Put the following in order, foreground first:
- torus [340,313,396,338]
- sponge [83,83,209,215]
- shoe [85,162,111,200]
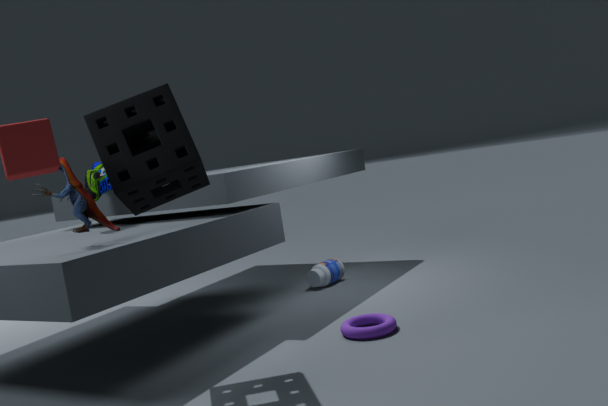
sponge [83,83,209,215] → torus [340,313,396,338] → shoe [85,162,111,200]
